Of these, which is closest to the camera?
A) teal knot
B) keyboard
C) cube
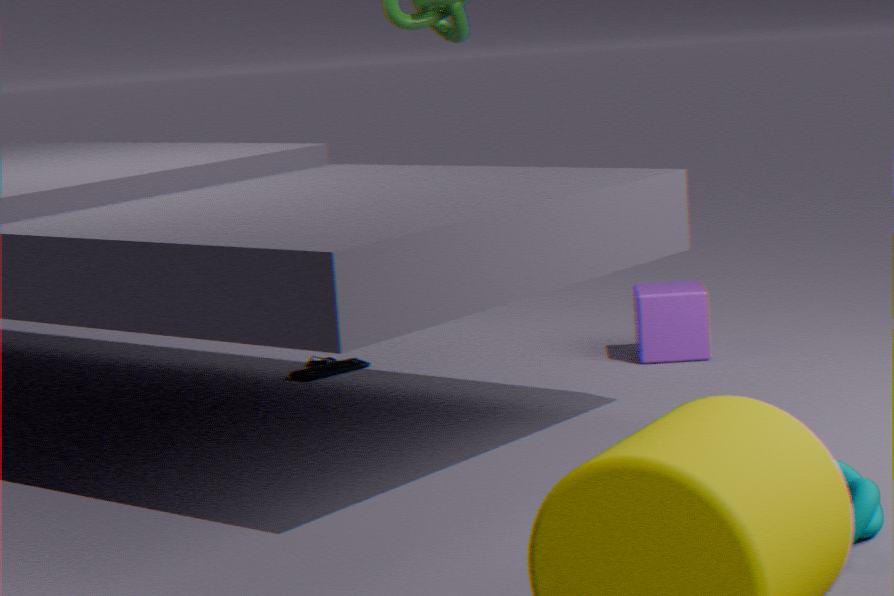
teal knot
